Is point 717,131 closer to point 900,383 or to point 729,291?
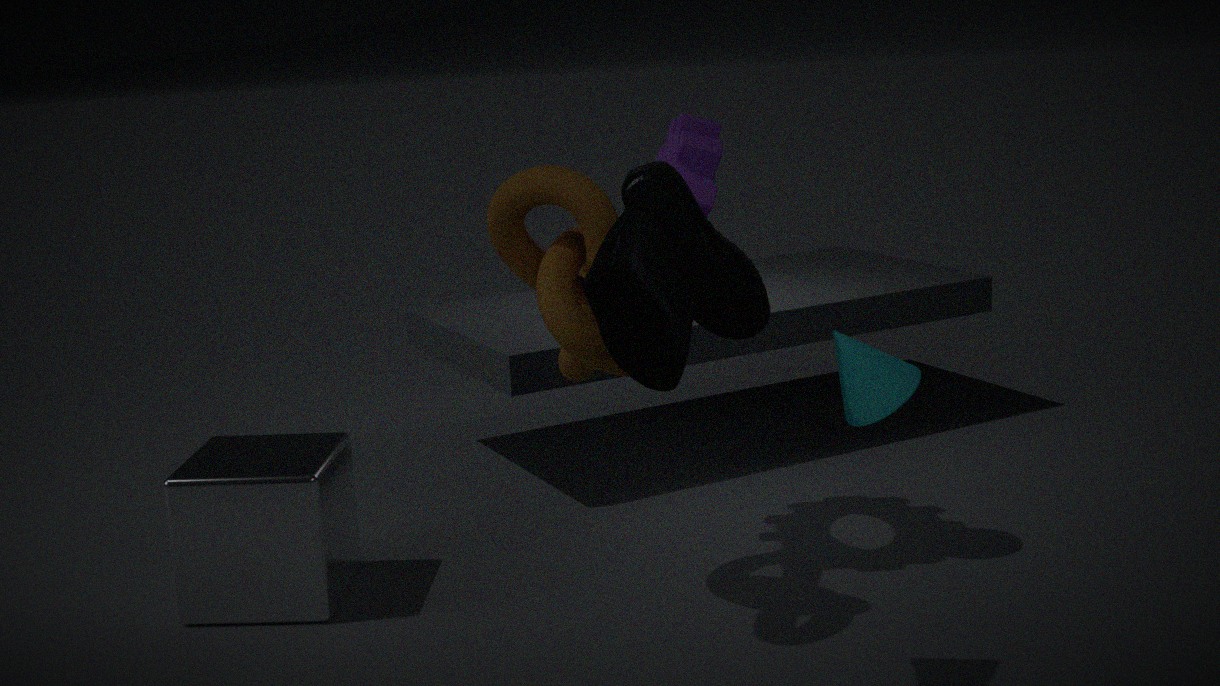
point 900,383
